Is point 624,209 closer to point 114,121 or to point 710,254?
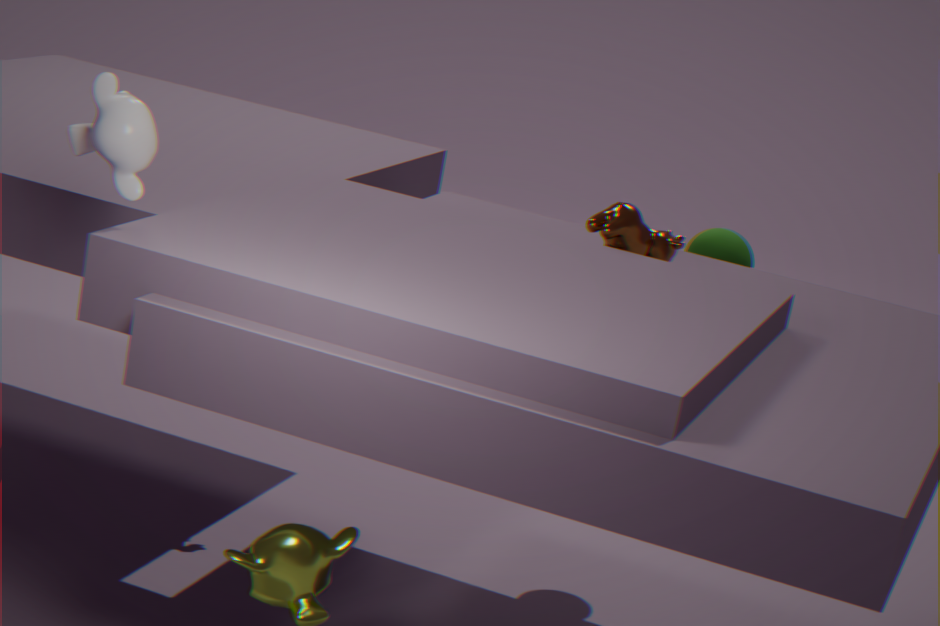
point 710,254
